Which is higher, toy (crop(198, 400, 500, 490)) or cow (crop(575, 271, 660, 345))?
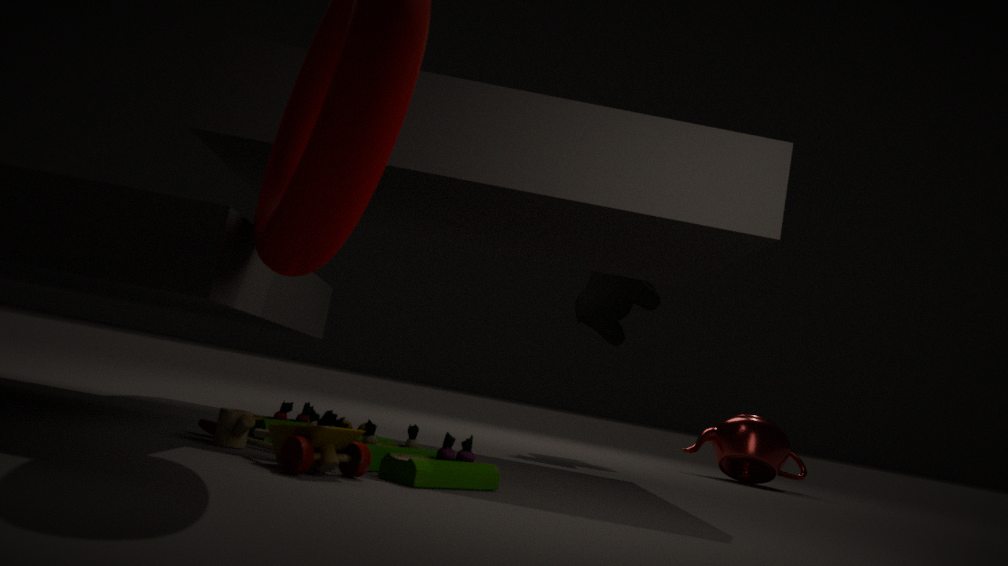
cow (crop(575, 271, 660, 345))
